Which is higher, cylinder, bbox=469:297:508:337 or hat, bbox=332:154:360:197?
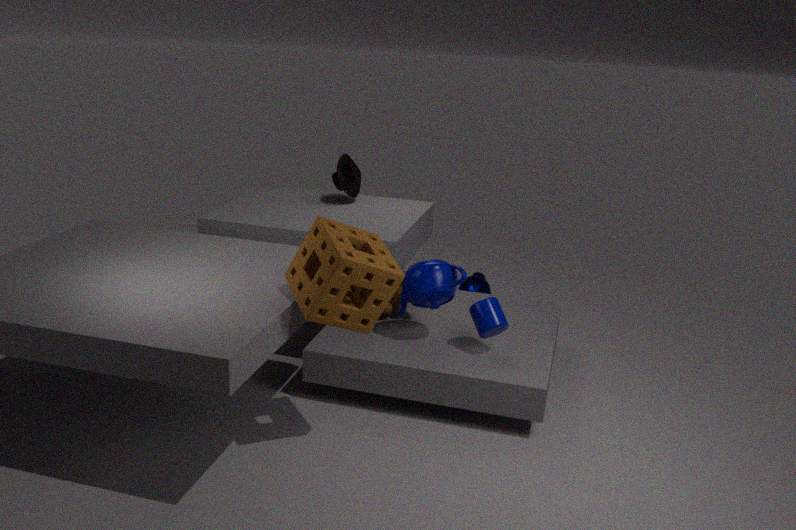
hat, bbox=332:154:360:197
